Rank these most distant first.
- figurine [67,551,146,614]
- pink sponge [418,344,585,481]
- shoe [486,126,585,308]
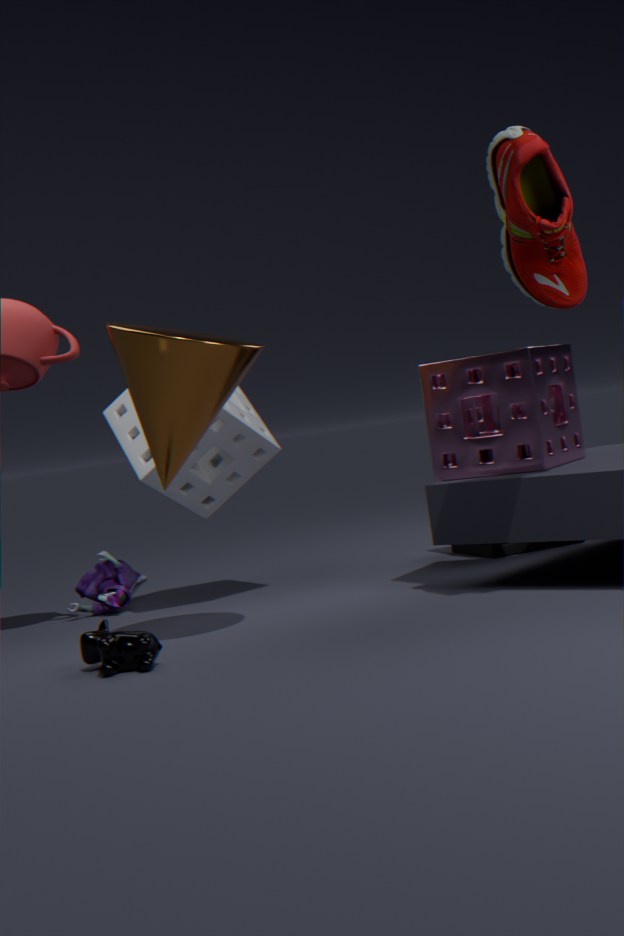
figurine [67,551,146,614], pink sponge [418,344,585,481], shoe [486,126,585,308]
